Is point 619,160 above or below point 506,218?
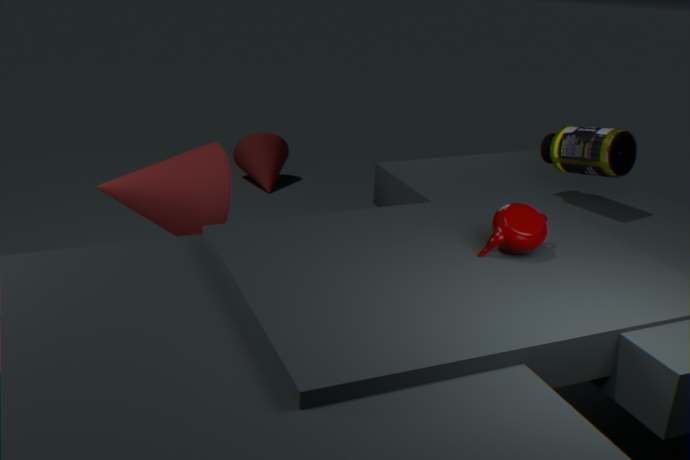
above
